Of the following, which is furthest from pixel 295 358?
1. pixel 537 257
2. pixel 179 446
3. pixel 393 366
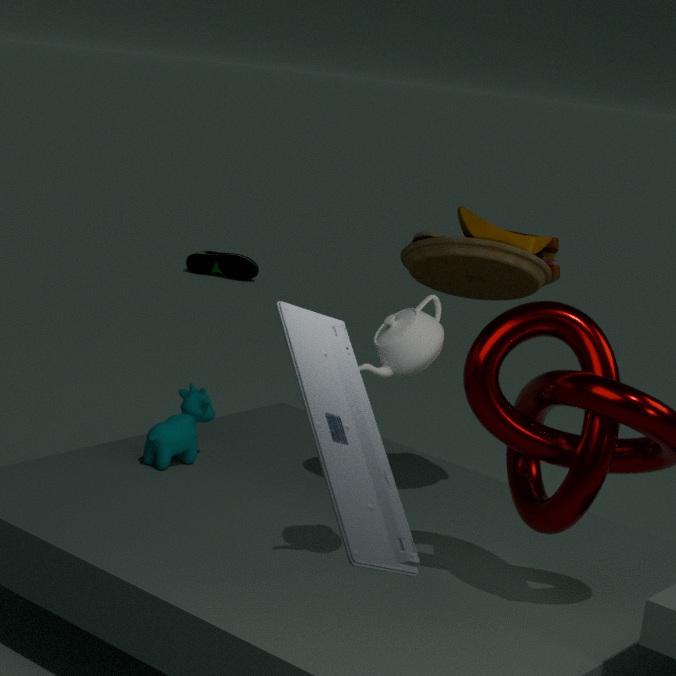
pixel 179 446
